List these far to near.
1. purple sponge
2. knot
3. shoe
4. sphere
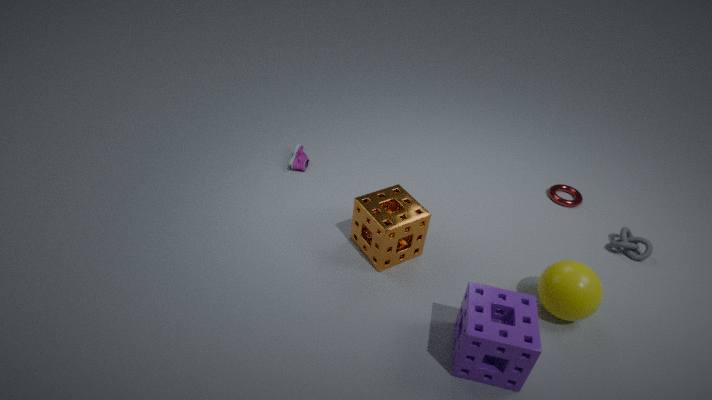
1. shoe
2. knot
3. sphere
4. purple sponge
